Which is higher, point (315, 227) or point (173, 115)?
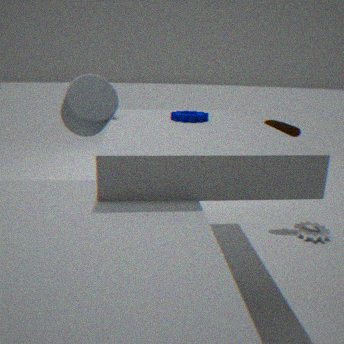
point (173, 115)
